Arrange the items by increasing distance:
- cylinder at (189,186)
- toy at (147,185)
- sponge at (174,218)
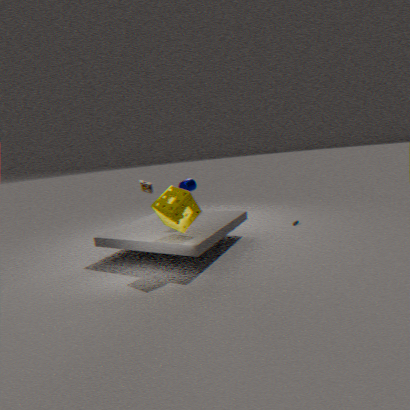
sponge at (174,218) → cylinder at (189,186) → toy at (147,185)
